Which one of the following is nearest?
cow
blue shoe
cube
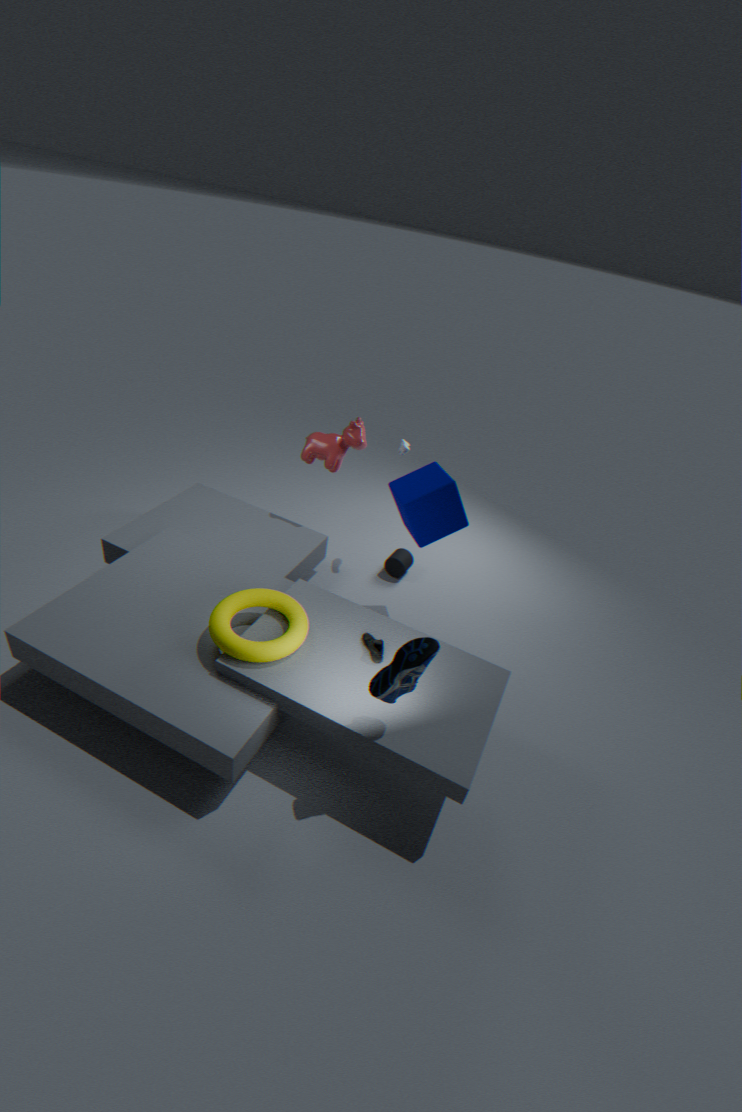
blue shoe
